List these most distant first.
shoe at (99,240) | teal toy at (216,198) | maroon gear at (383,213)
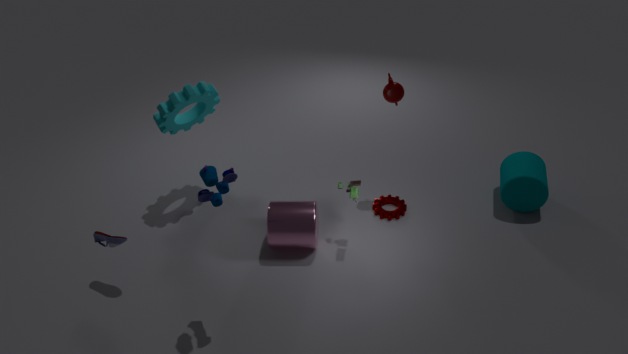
maroon gear at (383,213), shoe at (99,240), teal toy at (216,198)
